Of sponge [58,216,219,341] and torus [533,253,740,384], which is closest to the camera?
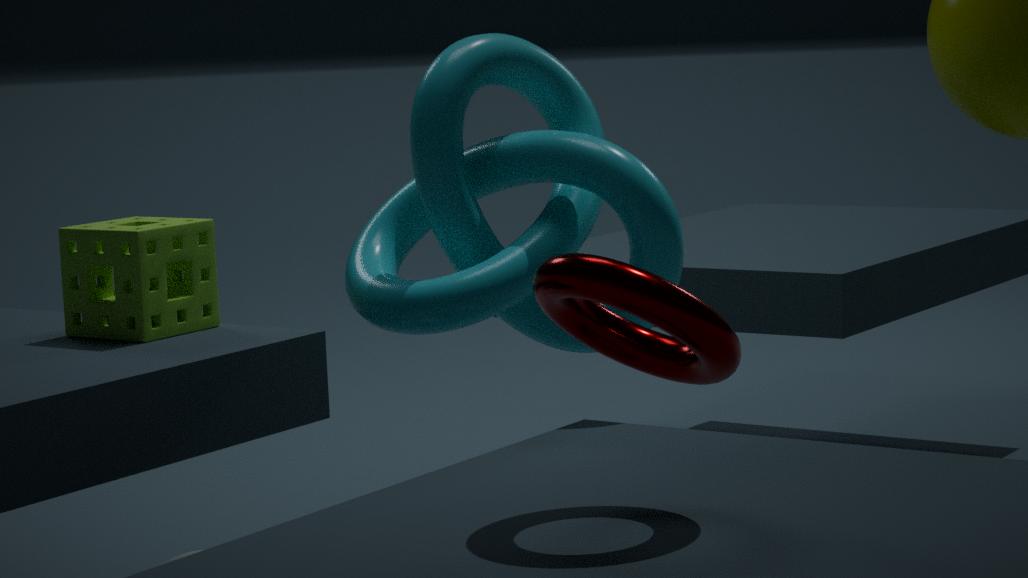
torus [533,253,740,384]
